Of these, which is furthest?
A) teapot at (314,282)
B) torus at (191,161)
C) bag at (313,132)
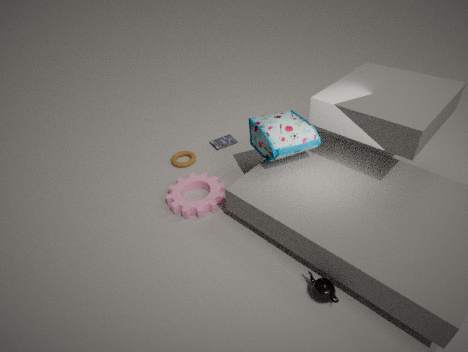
torus at (191,161)
